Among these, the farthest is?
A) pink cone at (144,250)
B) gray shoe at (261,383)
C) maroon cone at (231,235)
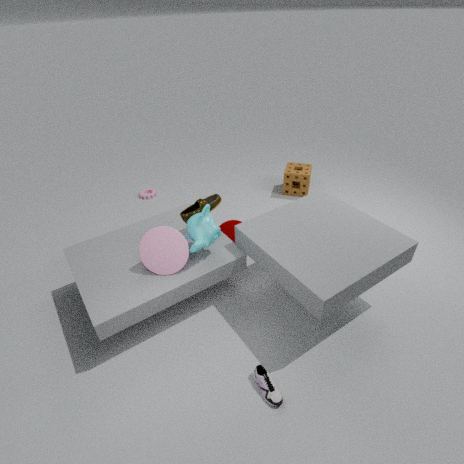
maroon cone at (231,235)
